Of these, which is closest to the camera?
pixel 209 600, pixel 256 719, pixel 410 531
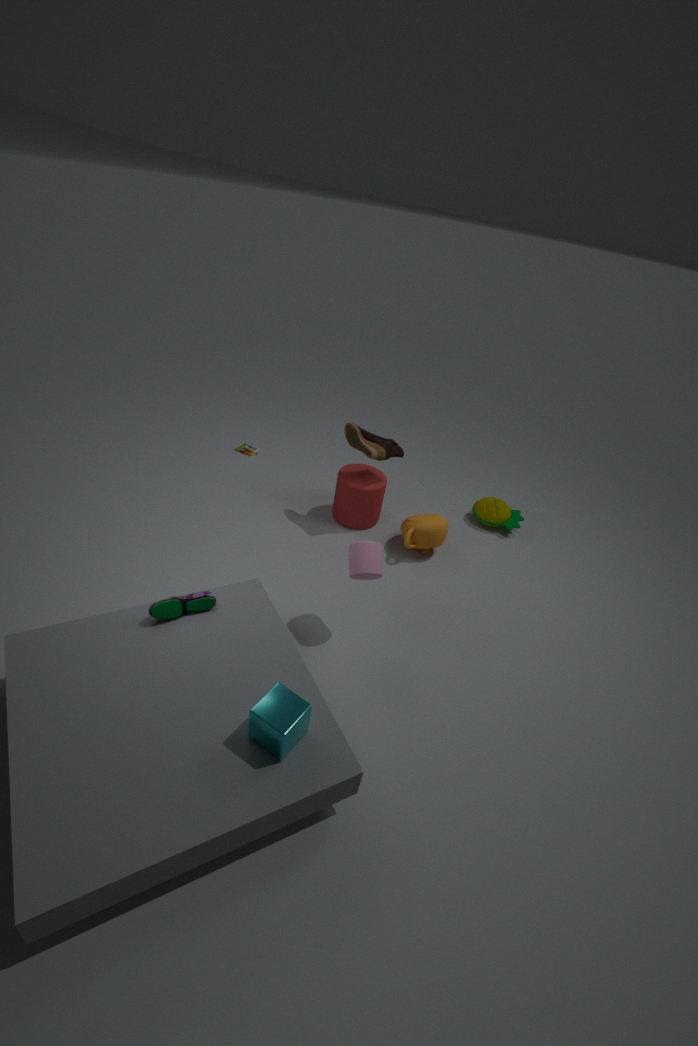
pixel 256 719
